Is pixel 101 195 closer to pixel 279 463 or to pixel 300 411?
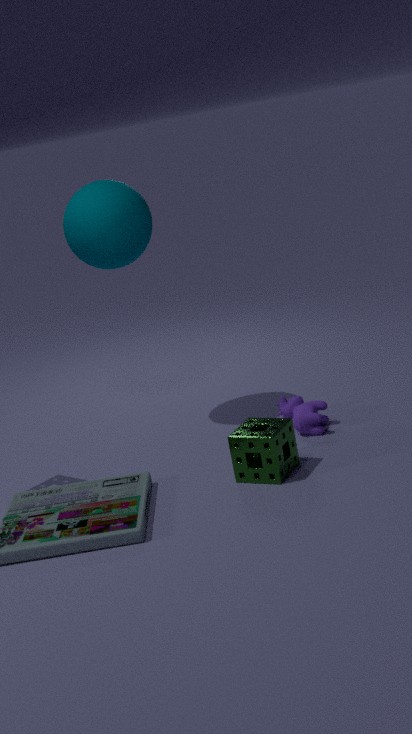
pixel 300 411
